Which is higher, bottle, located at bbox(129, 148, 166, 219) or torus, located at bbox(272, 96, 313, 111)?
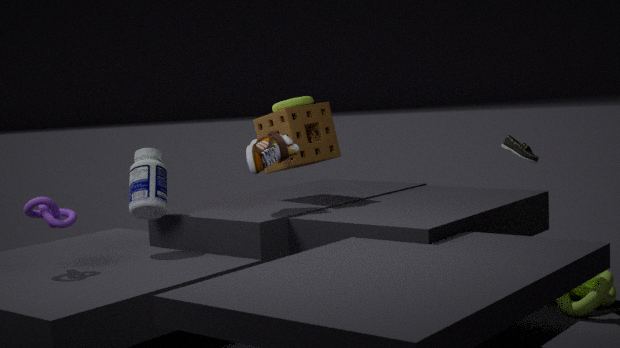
torus, located at bbox(272, 96, 313, 111)
